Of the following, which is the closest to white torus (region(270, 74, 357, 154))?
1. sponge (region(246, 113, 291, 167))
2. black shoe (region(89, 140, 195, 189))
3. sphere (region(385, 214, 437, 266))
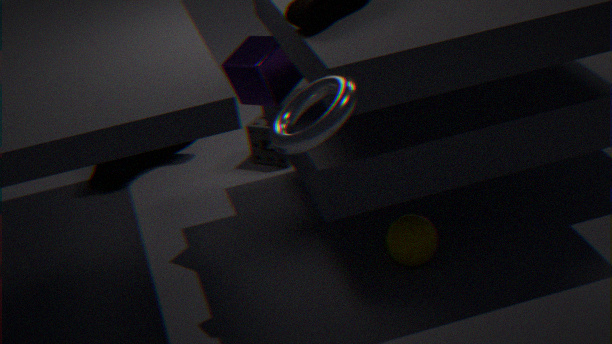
sphere (region(385, 214, 437, 266))
